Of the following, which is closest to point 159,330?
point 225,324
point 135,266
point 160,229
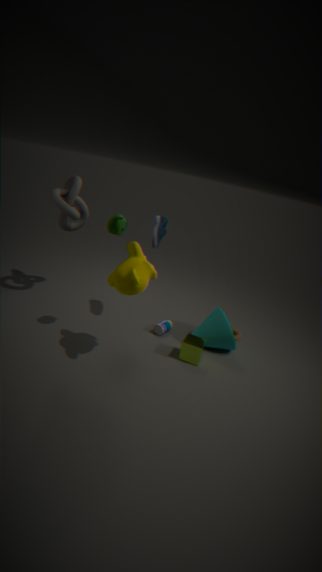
point 225,324
